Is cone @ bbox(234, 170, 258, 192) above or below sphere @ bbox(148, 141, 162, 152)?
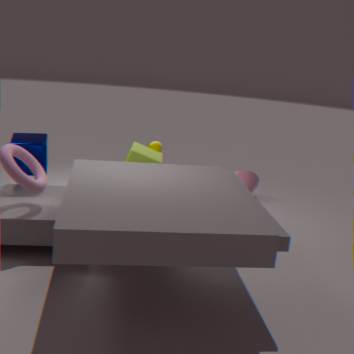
below
